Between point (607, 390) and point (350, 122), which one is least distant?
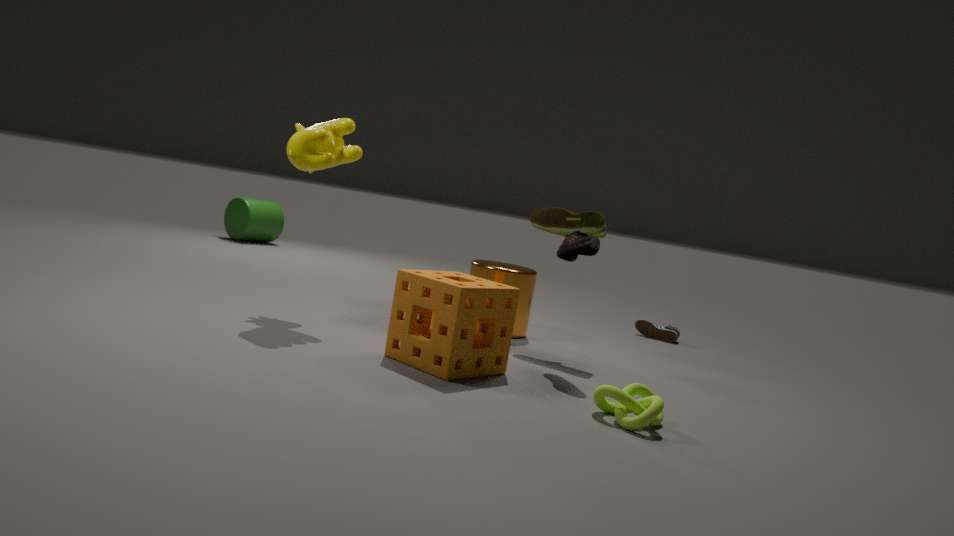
point (607, 390)
